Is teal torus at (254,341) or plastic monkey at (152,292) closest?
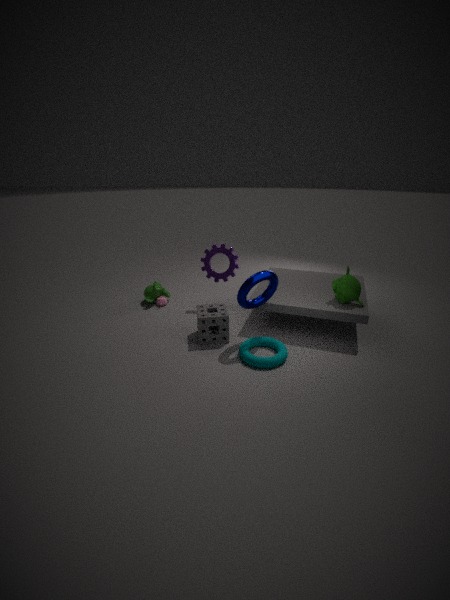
teal torus at (254,341)
